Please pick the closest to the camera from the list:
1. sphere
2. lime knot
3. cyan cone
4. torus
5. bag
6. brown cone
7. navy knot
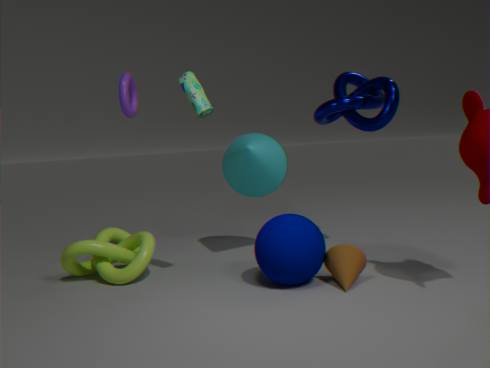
bag
